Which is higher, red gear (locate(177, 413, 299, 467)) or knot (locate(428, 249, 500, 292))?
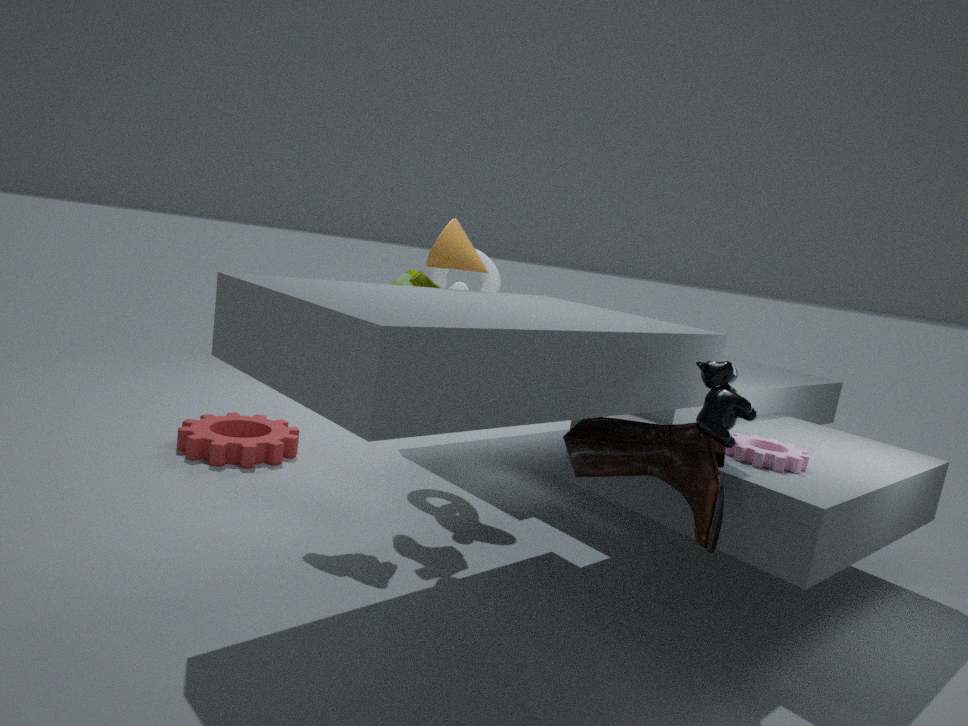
knot (locate(428, 249, 500, 292))
